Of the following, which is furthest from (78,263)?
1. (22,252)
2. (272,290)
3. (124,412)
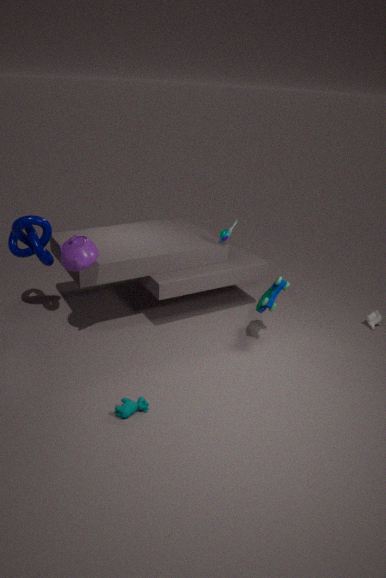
(272,290)
